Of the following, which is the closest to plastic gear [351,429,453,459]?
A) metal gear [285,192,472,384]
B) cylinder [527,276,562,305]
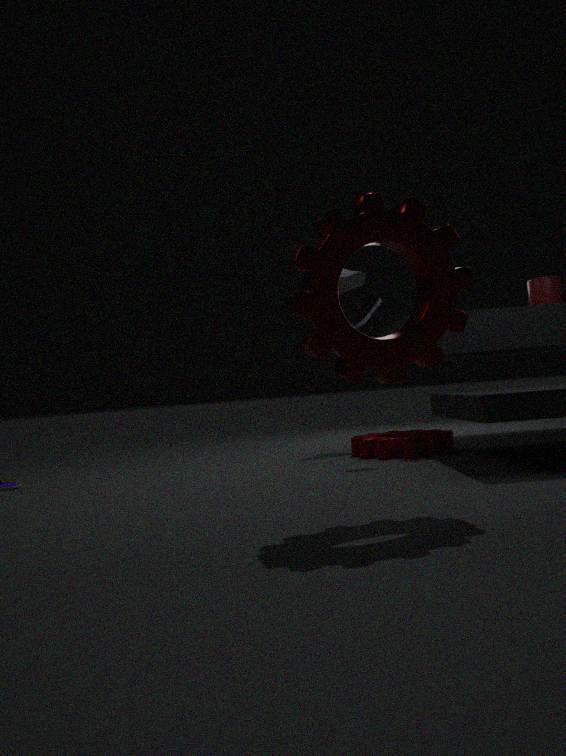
cylinder [527,276,562,305]
